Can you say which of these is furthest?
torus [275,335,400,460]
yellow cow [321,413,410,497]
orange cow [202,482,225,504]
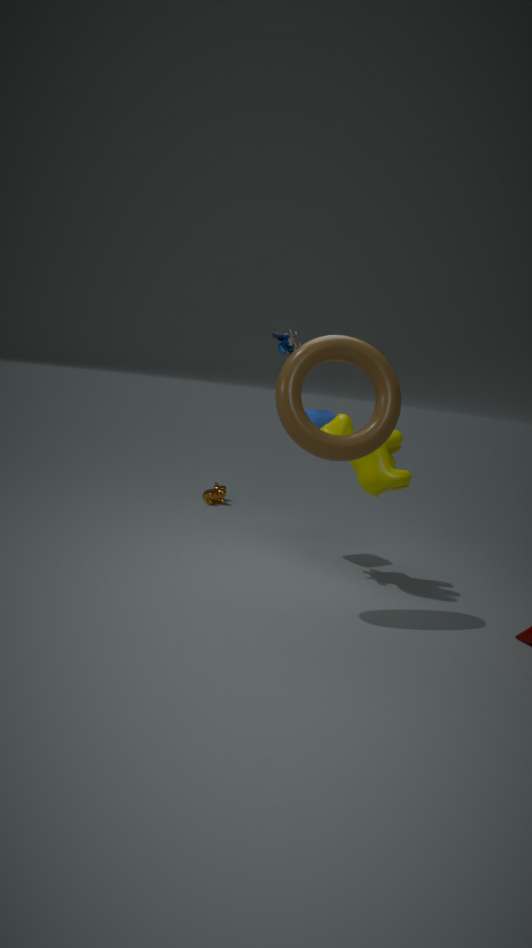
orange cow [202,482,225,504]
